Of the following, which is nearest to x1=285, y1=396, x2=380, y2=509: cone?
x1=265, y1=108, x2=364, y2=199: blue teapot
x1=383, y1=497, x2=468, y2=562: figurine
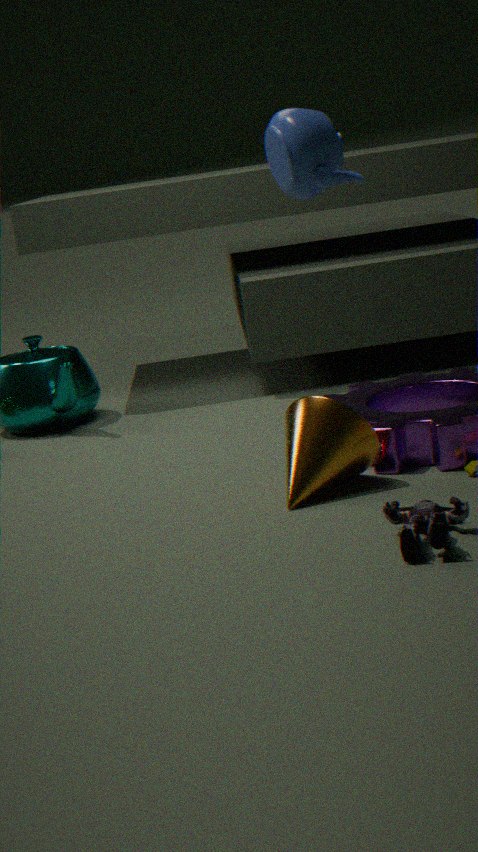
x1=383, y1=497, x2=468, y2=562: figurine
